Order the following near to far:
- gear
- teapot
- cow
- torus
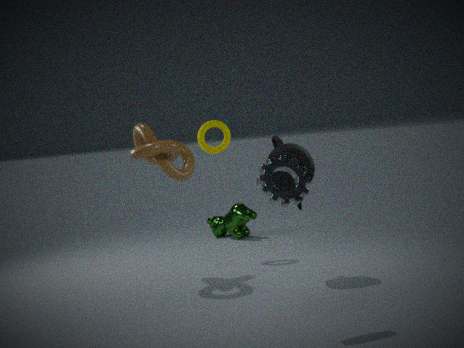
1. gear
2. teapot
3. torus
4. cow
